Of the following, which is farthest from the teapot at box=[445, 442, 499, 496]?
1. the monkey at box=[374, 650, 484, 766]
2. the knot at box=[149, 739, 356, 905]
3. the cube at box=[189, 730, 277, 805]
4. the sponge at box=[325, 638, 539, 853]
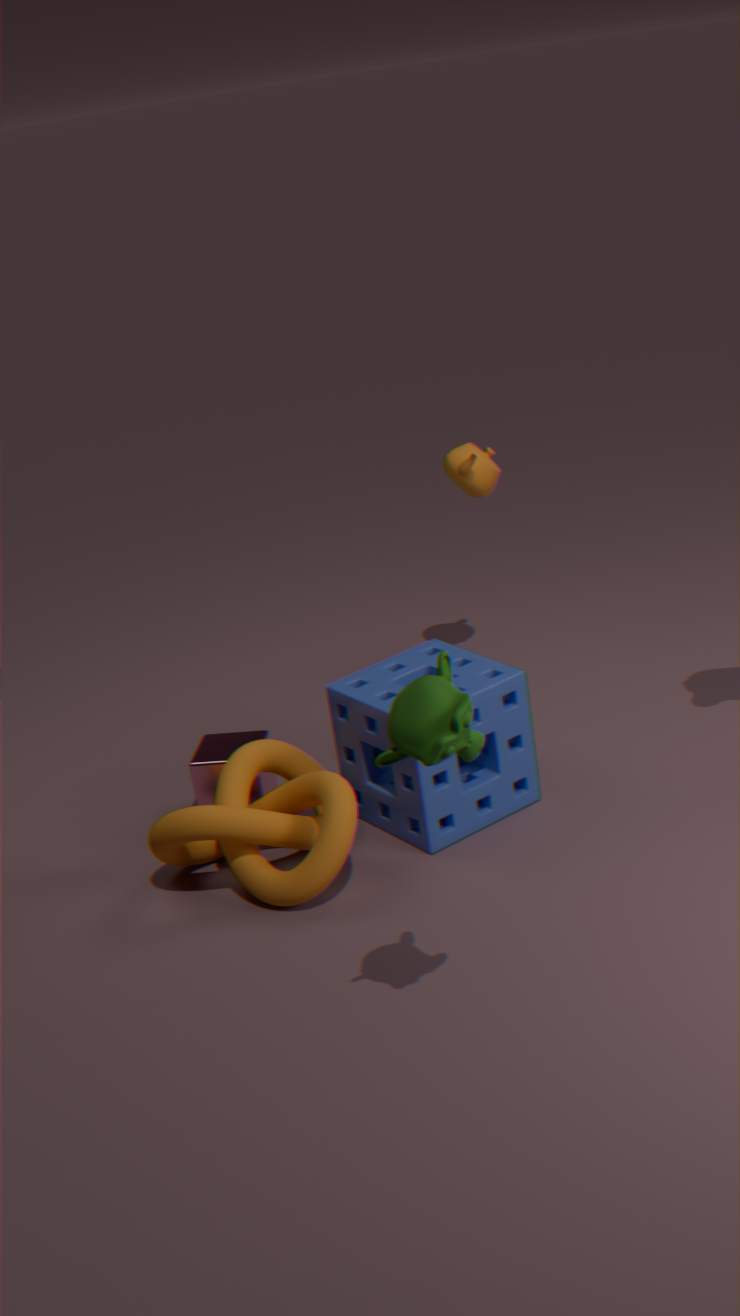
the monkey at box=[374, 650, 484, 766]
